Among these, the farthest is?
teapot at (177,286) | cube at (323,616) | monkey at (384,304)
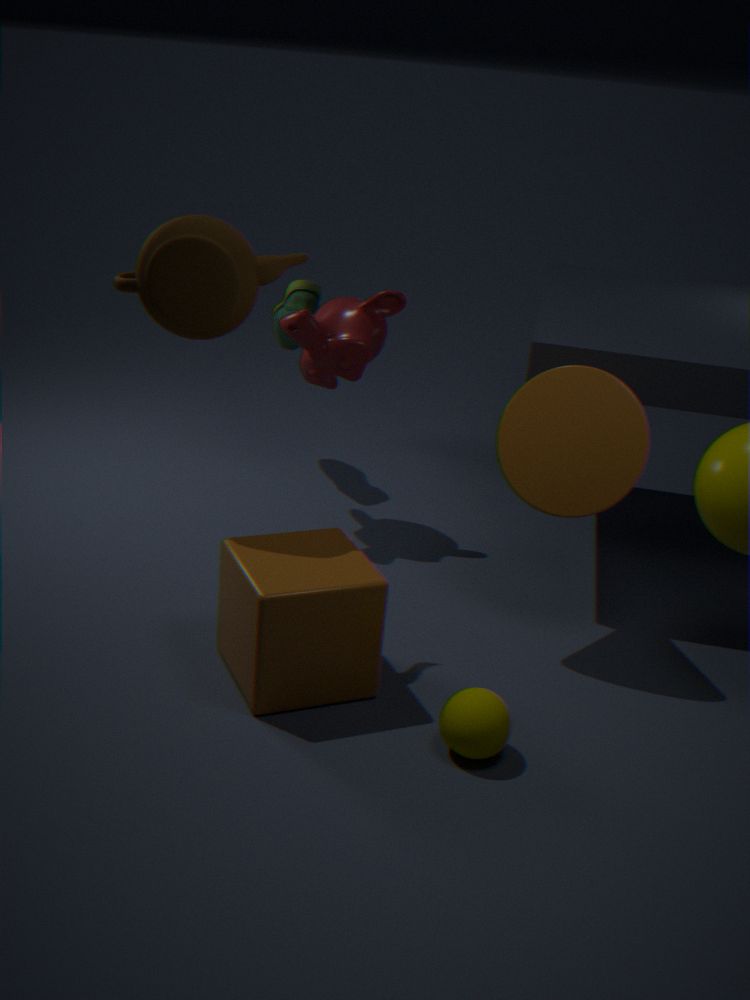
monkey at (384,304)
